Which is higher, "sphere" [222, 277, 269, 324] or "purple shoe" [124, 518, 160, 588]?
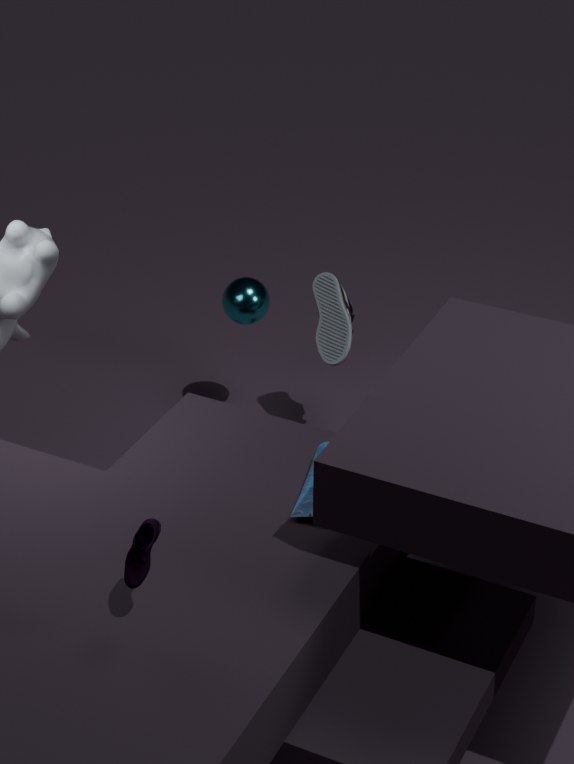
"purple shoe" [124, 518, 160, 588]
